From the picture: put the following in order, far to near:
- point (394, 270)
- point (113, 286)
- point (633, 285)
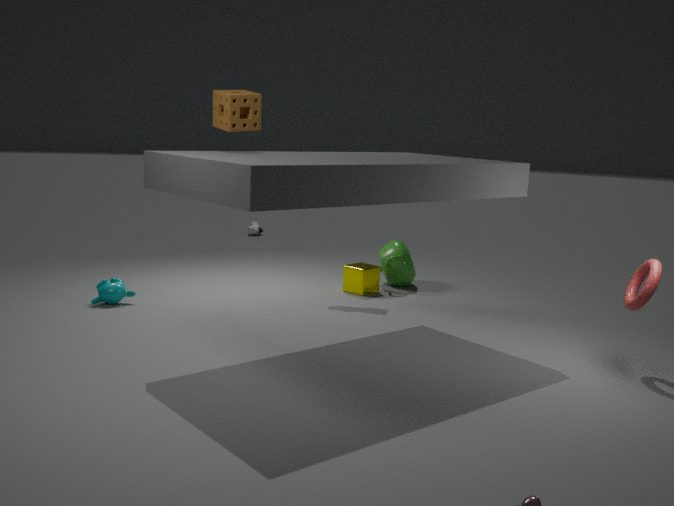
point (394, 270) < point (113, 286) < point (633, 285)
